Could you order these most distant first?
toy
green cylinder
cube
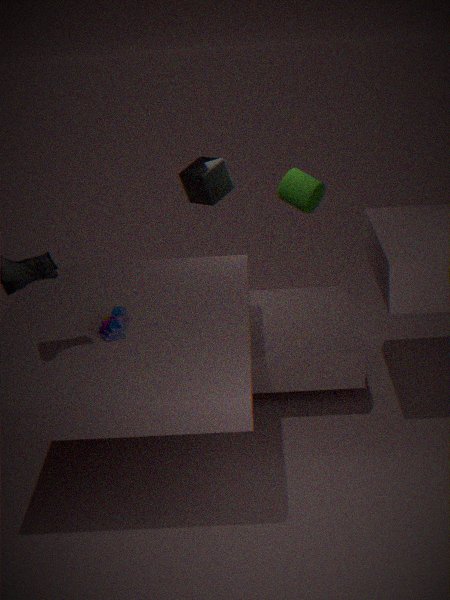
1. green cylinder
2. cube
3. toy
